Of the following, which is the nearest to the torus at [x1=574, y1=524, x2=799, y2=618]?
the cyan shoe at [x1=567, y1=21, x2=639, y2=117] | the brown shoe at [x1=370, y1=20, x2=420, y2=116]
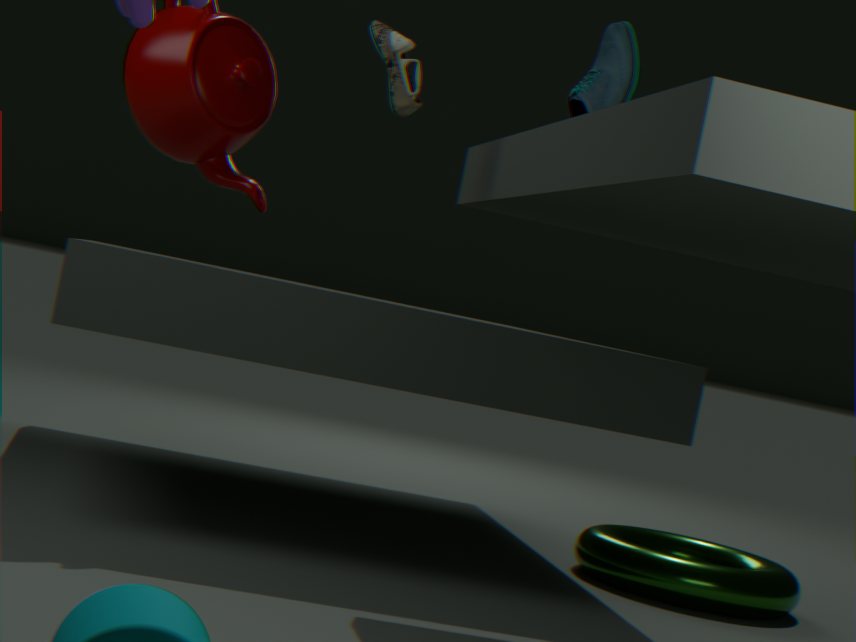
the cyan shoe at [x1=567, y1=21, x2=639, y2=117]
